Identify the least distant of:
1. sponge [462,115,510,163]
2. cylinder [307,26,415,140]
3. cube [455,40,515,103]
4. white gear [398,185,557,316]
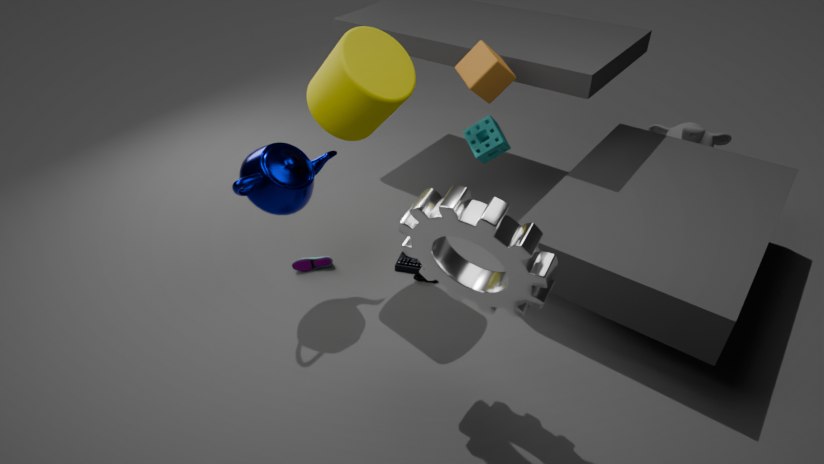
white gear [398,185,557,316]
